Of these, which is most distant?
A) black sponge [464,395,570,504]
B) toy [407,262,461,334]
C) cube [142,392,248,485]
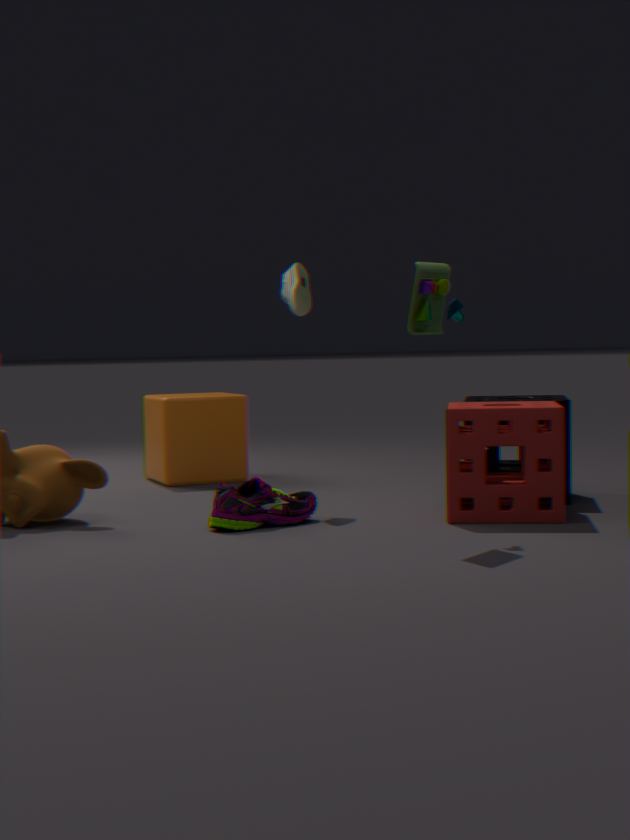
cube [142,392,248,485]
